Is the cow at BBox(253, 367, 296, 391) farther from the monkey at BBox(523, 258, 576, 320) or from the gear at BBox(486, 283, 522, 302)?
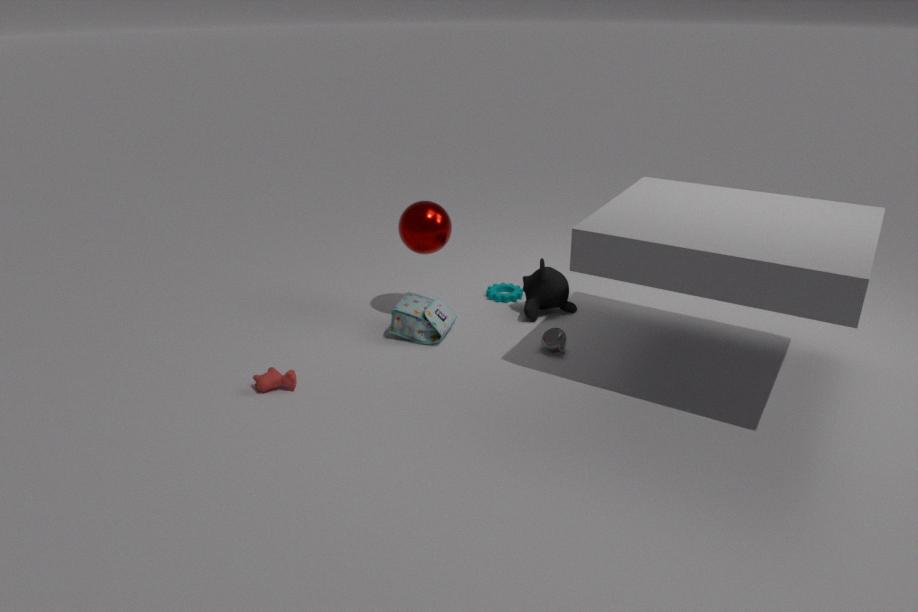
the gear at BBox(486, 283, 522, 302)
